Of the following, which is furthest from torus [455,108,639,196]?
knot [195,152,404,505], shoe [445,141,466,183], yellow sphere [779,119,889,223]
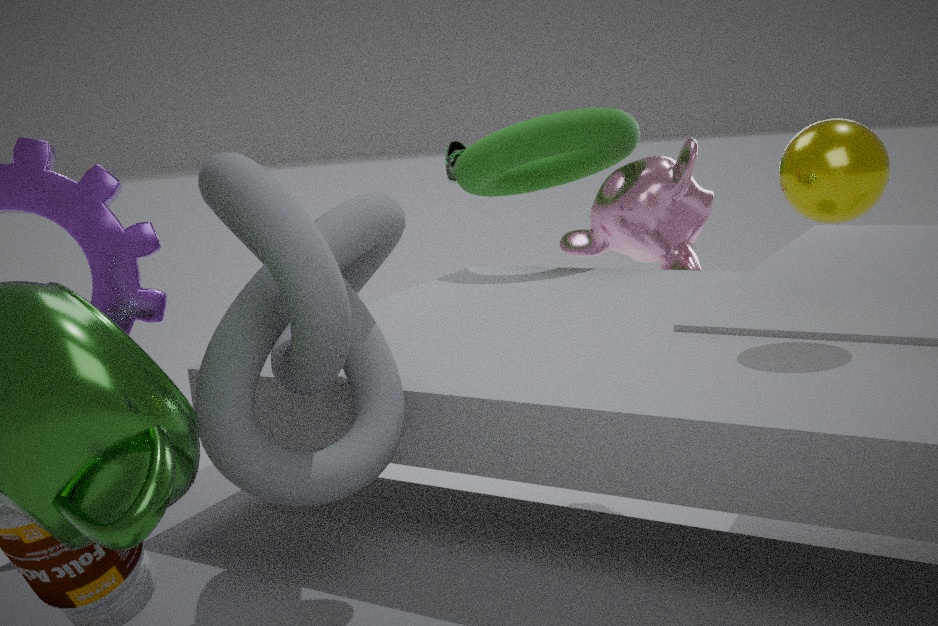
knot [195,152,404,505]
